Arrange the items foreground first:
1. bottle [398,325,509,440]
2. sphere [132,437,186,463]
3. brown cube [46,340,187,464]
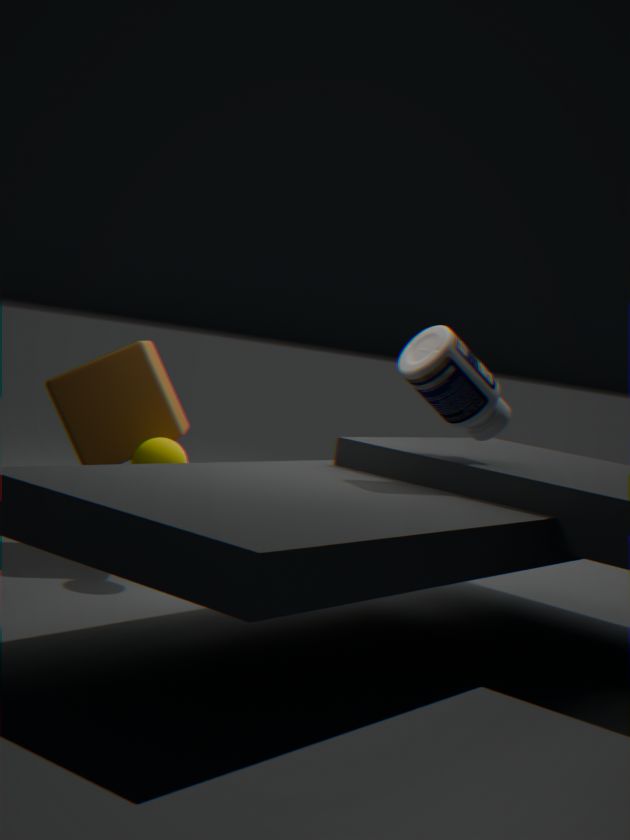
bottle [398,325,509,440], sphere [132,437,186,463], brown cube [46,340,187,464]
